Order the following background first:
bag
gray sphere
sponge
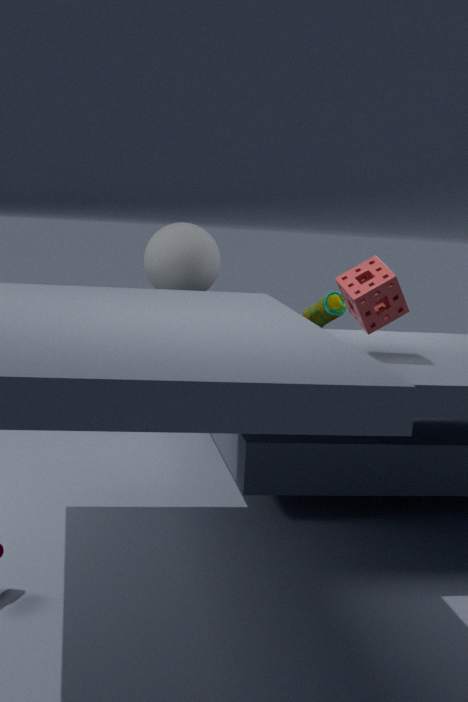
bag → gray sphere → sponge
